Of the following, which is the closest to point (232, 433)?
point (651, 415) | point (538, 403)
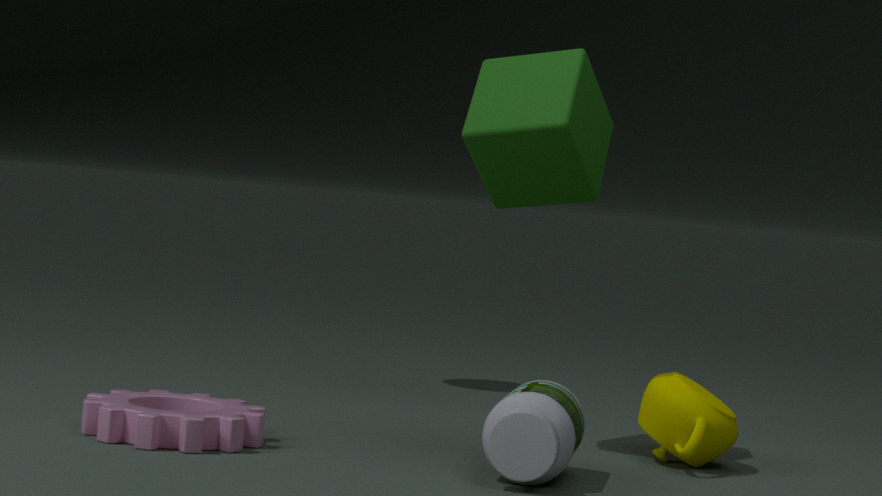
point (538, 403)
